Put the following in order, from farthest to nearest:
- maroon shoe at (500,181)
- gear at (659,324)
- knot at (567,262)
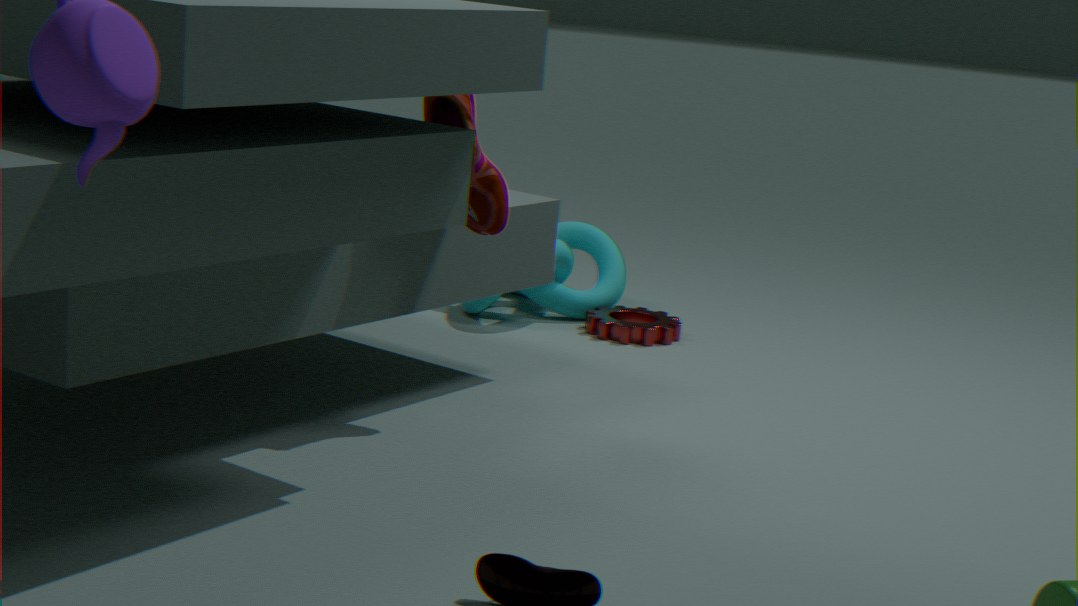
1. knot at (567,262)
2. gear at (659,324)
3. maroon shoe at (500,181)
